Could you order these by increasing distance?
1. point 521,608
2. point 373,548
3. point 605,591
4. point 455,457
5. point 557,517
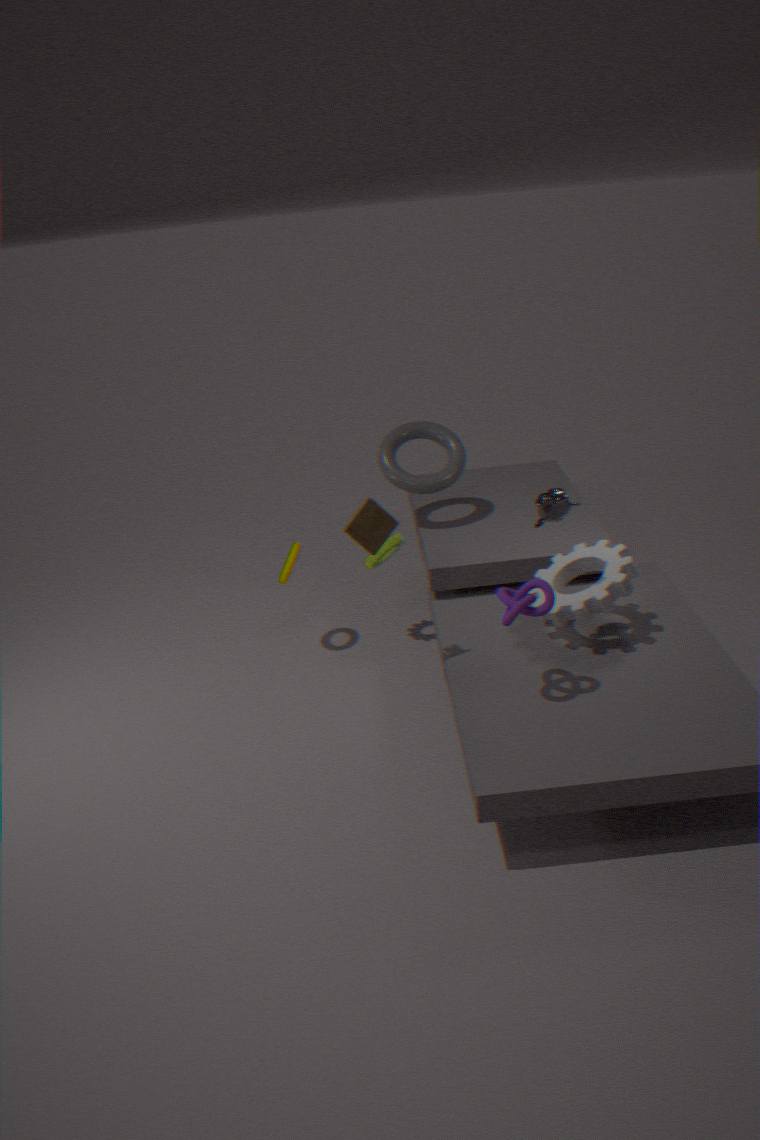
point 521,608 → point 373,548 → point 557,517 → point 605,591 → point 455,457
